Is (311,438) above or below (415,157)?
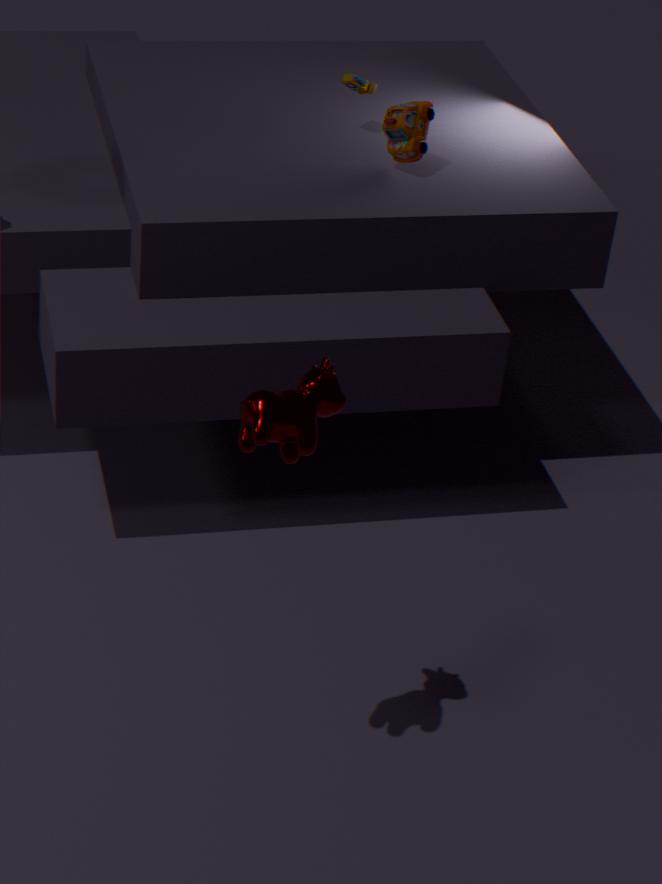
below
